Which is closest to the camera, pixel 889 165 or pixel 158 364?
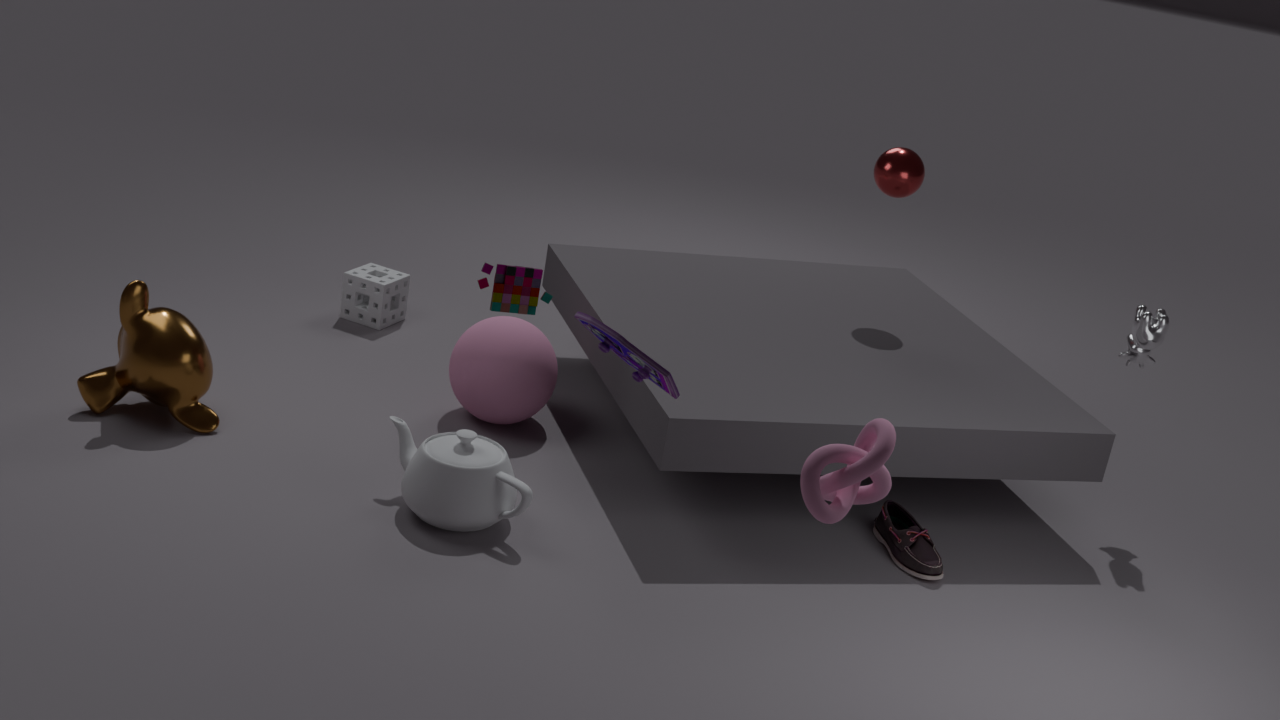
pixel 158 364
